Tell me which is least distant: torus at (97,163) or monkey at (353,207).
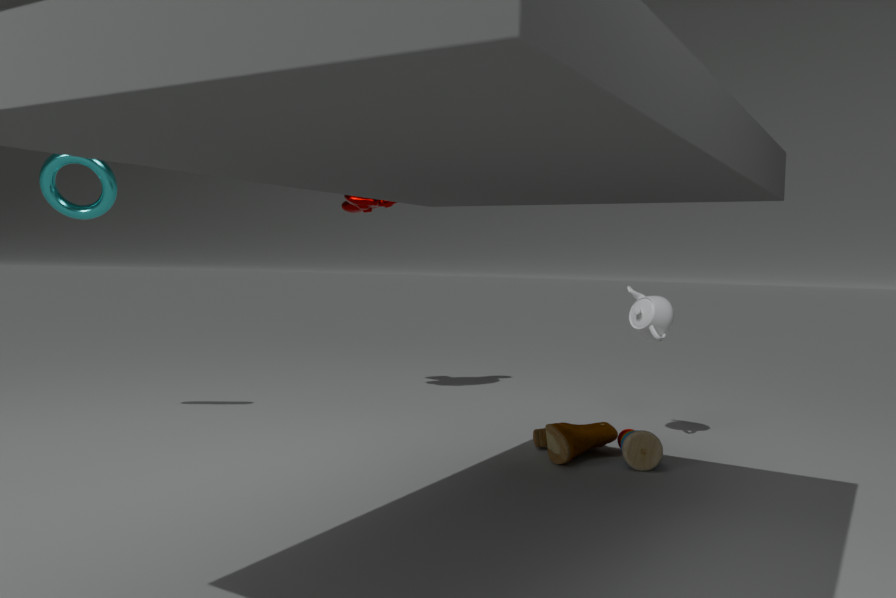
torus at (97,163)
